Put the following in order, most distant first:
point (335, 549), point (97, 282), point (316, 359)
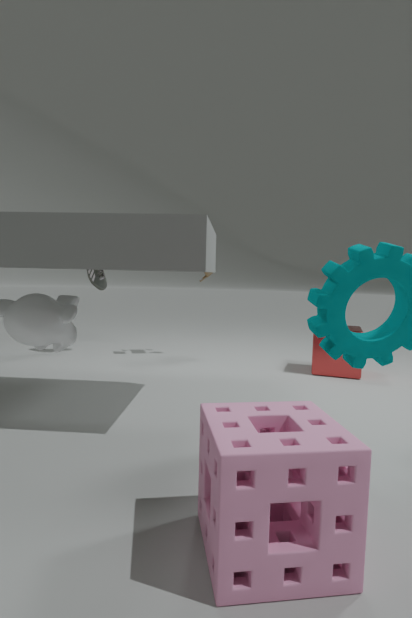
point (97, 282) → point (316, 359) → point (335, 549)
